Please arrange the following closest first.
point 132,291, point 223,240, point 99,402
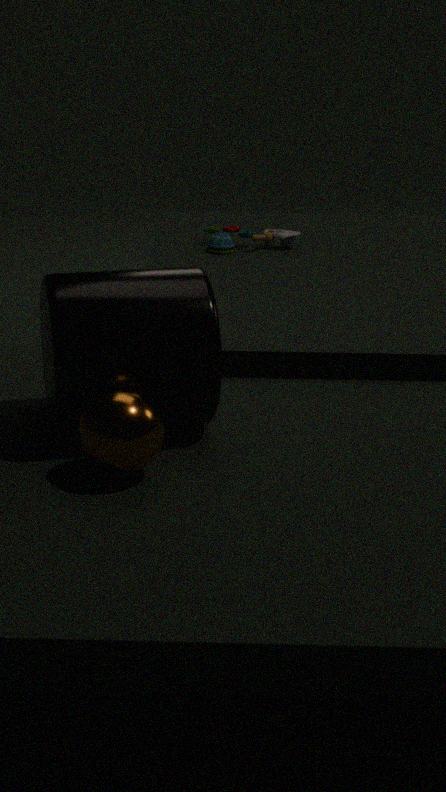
point 99,402 < point 132,291 < point 223,240
